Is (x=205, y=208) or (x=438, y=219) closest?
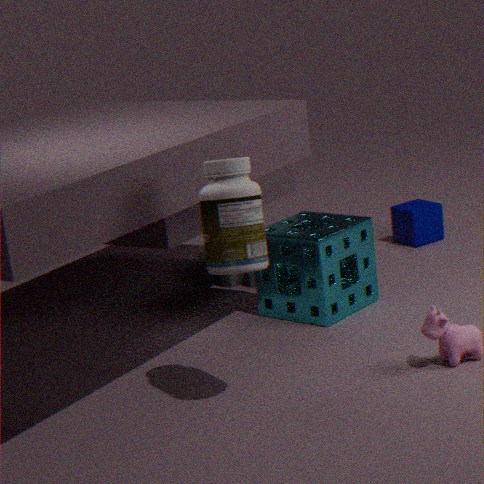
(x=205, y=208)
